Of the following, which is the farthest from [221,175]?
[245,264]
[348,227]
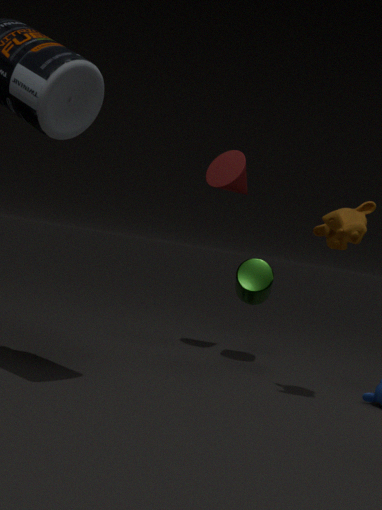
[348,227]
